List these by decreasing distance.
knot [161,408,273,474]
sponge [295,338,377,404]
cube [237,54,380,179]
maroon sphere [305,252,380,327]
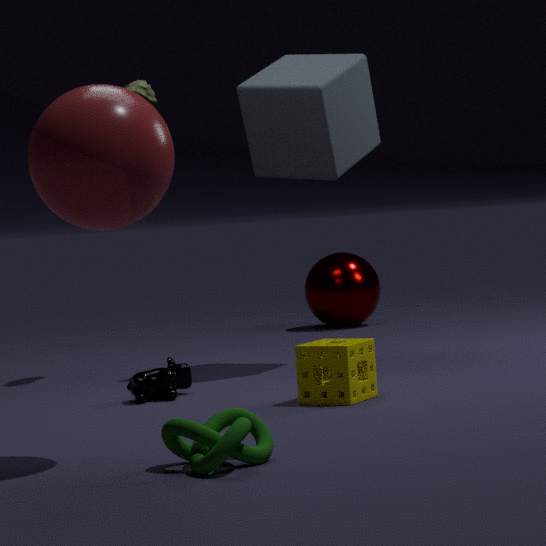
maroon sphere [305,252,380,327] < cube [237,54,380,179] < sponge [295,338,377,404] < knot [161,408,273,474]
